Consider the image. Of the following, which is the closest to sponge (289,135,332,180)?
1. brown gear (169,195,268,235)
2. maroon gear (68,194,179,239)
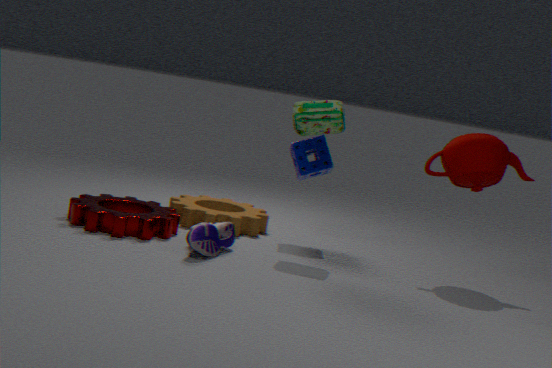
brown gear (169,195,268,235)
